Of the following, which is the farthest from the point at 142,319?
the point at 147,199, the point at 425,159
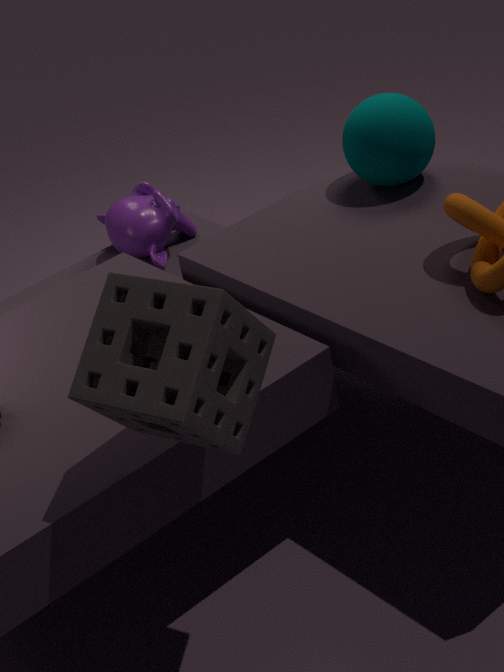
the point at 147,199
